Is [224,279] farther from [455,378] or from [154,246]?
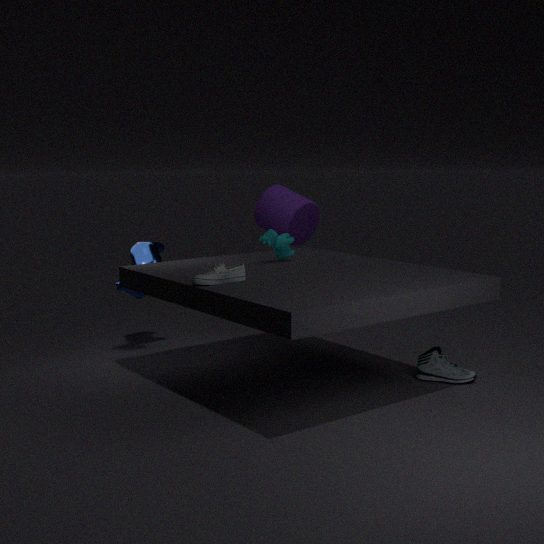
[455,378]
